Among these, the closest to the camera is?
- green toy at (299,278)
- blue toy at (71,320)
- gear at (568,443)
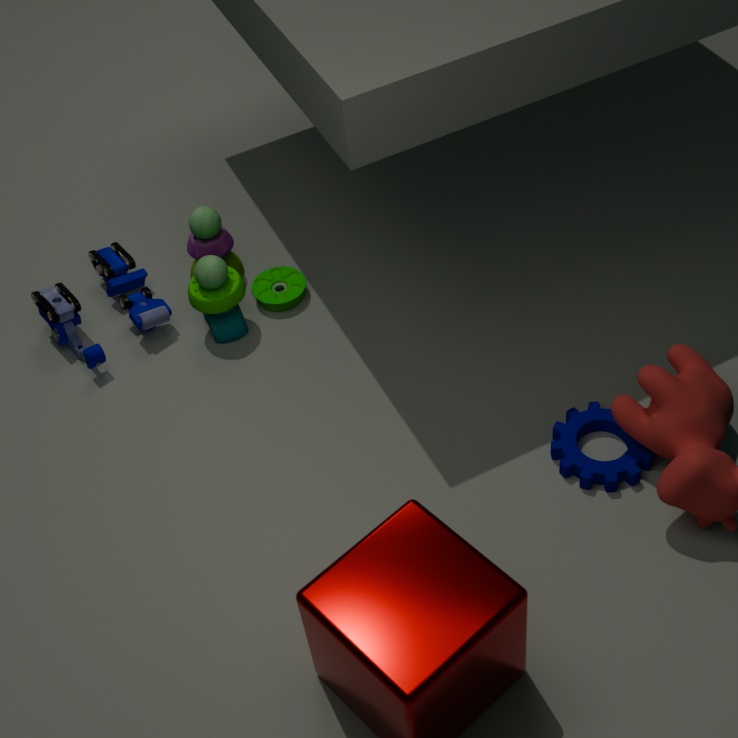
gear at (568,443)
